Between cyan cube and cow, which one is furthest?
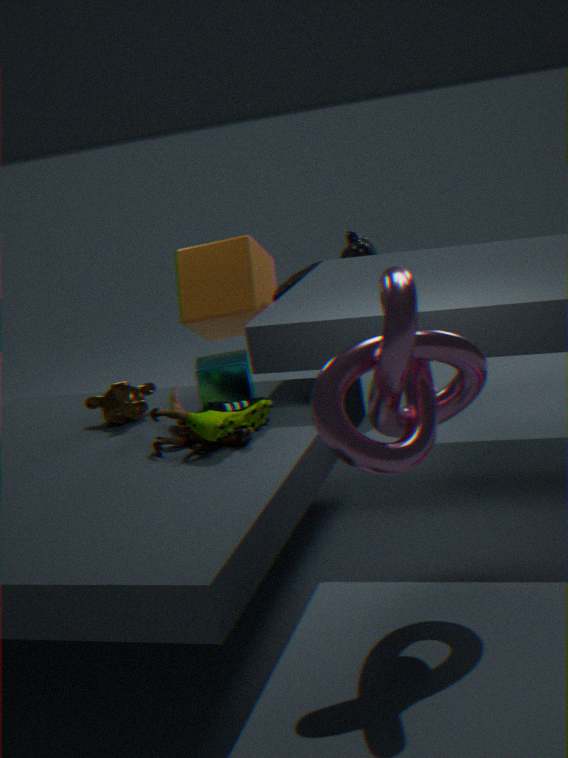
cow
